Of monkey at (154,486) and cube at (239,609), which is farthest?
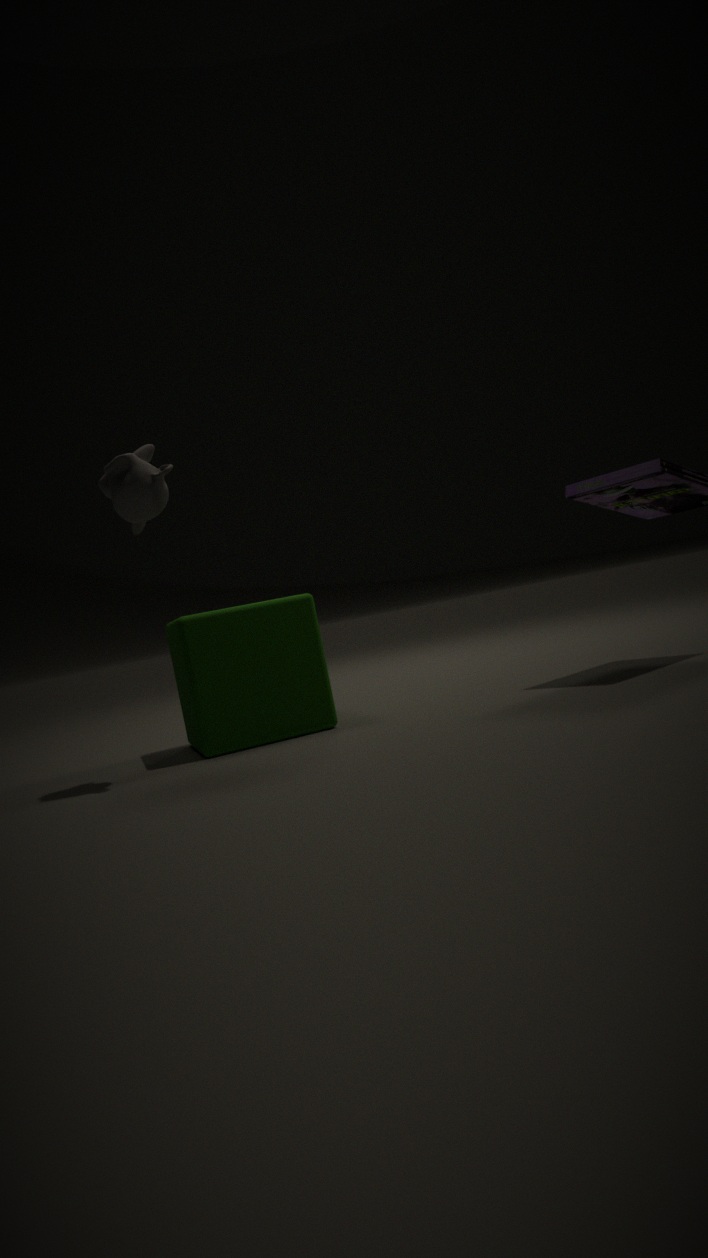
cube at (239,609)
